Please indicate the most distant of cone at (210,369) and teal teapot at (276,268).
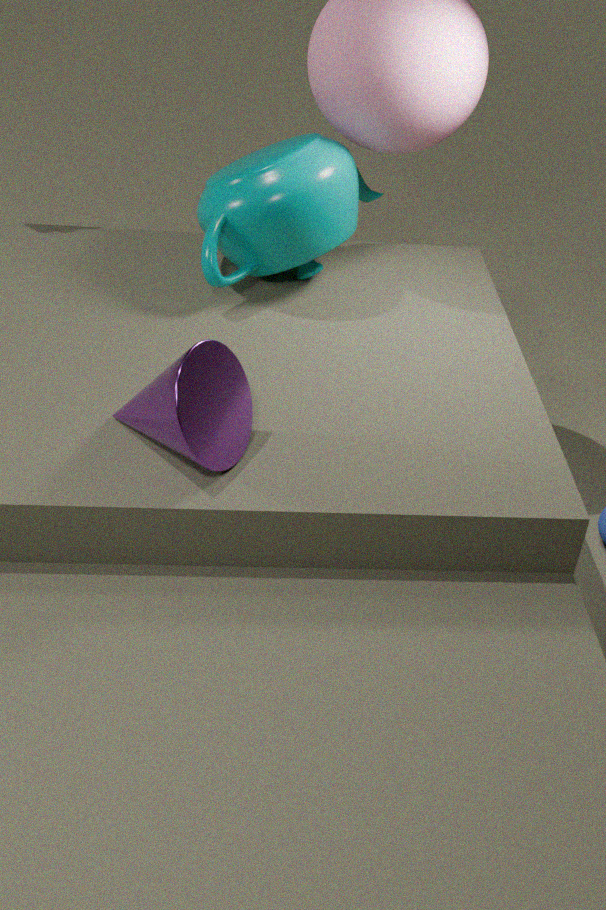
teal teapot at (276,268)
